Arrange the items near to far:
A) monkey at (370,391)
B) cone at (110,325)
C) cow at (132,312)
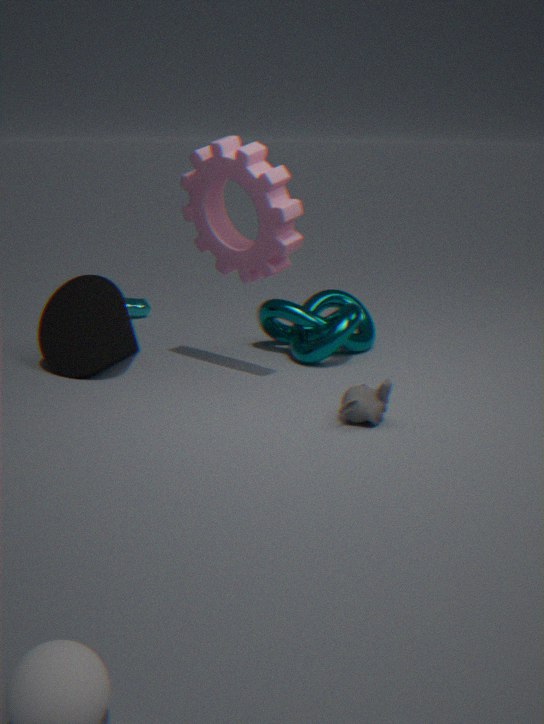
A. monkey at (370,391), B. cone at (110,325), C. cow at (132,312)
